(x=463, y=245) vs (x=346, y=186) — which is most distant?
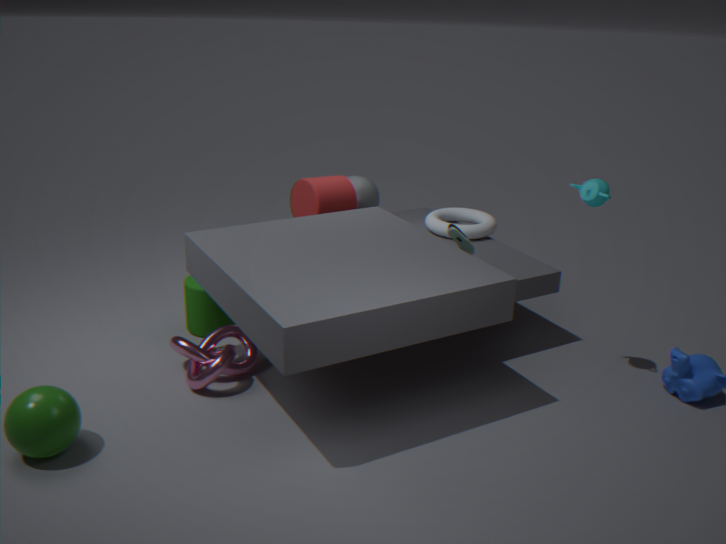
(x=346, y=186)
